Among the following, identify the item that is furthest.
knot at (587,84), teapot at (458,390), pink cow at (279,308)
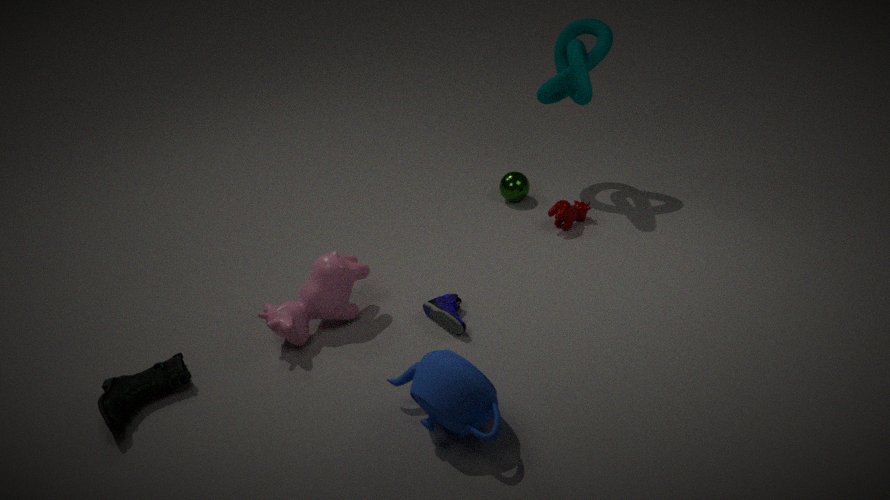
knot at (587,84)
